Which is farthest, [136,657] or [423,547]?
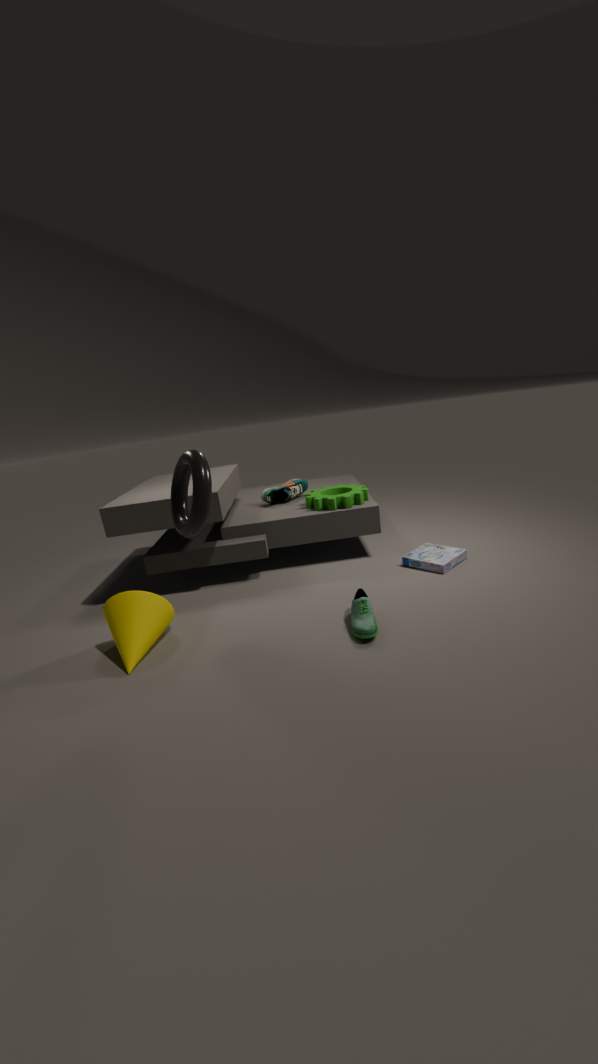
[423,547]
